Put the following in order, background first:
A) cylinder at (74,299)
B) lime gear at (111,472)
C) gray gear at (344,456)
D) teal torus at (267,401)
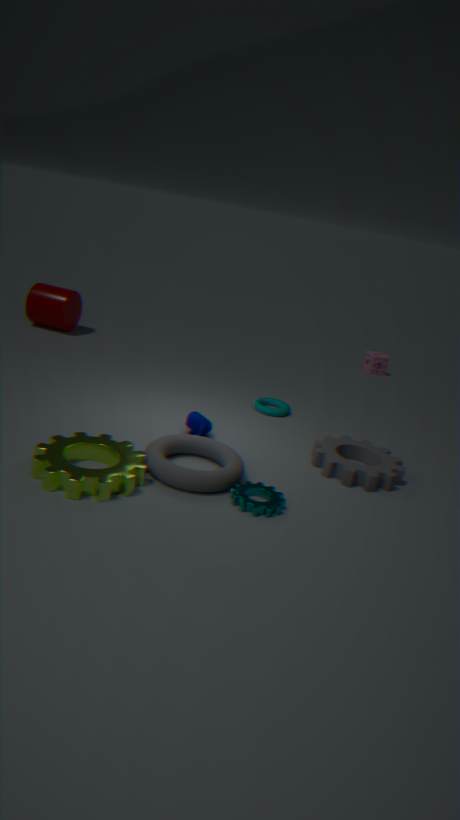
cylinder at (74,299), teal torus at (267,401), gray gear at (344,456), lime gear at (111,472)
